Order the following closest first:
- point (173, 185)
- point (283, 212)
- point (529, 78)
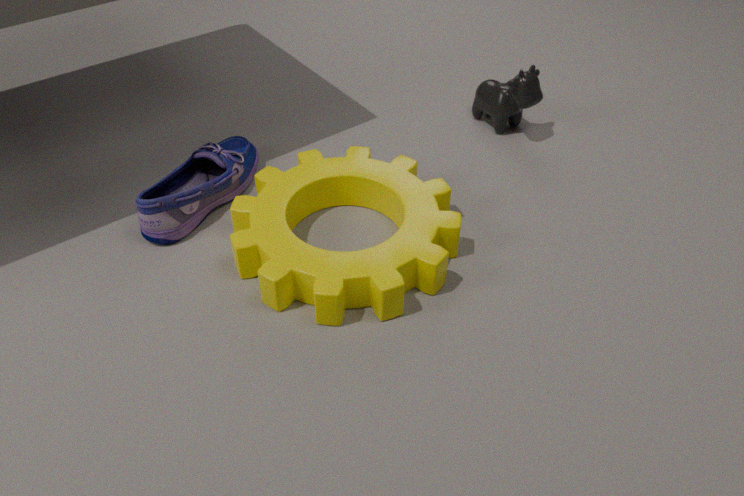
1. point (283, 212)
2. point (173, 185)
3. point (529, 78)
